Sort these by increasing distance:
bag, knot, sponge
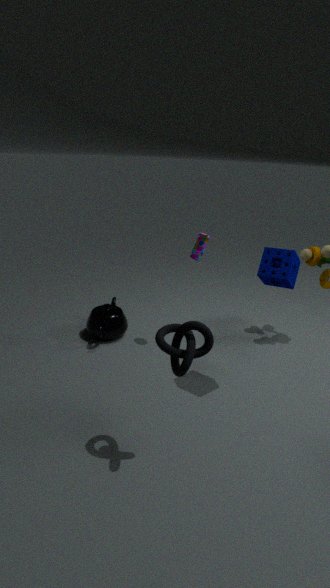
knot < sponge < bag
